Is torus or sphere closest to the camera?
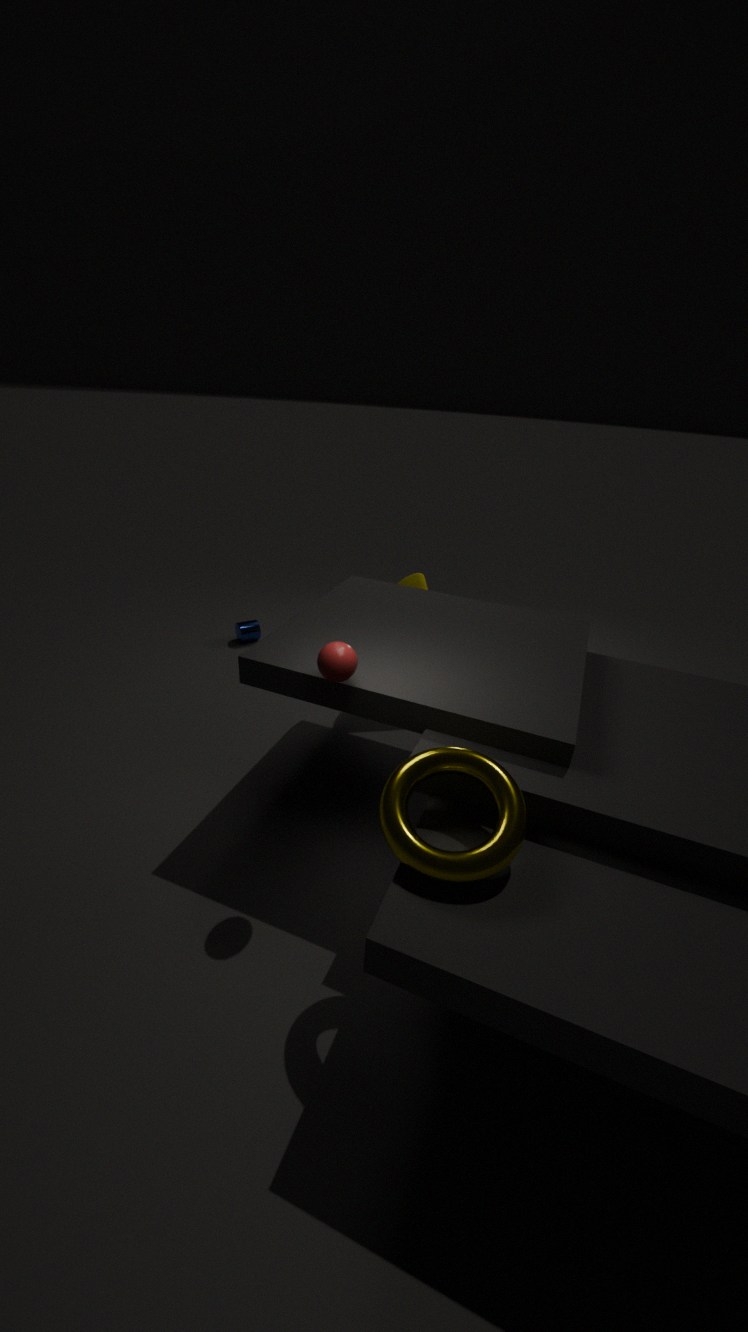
torus
